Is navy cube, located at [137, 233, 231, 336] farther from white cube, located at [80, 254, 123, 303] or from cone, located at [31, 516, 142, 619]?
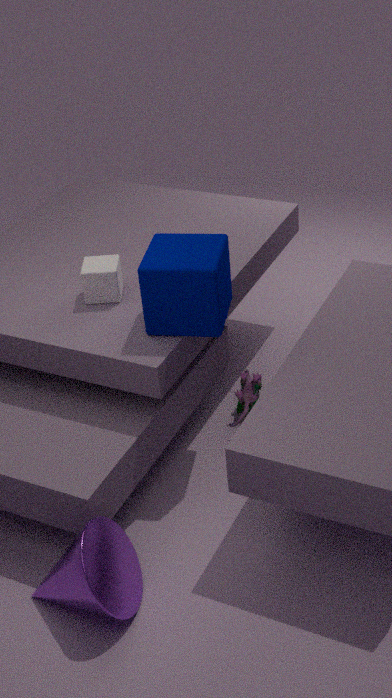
cone, located at [31, 516, 142, 619]
